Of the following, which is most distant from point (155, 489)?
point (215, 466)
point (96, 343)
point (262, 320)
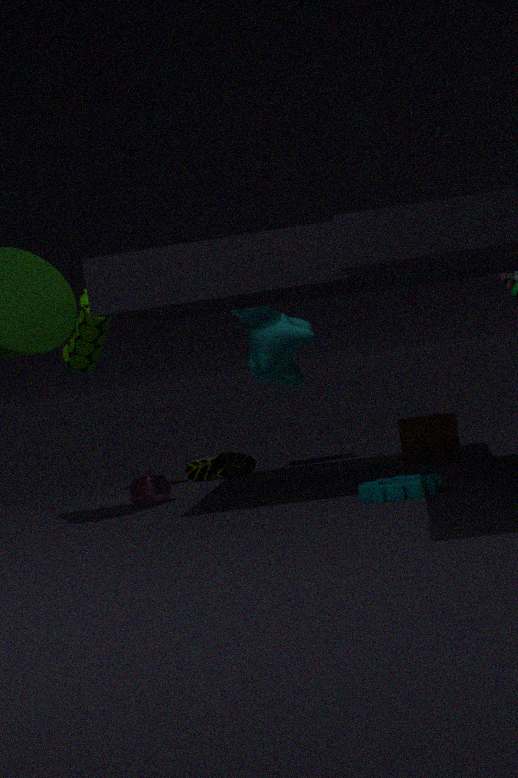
point (262, 320)
